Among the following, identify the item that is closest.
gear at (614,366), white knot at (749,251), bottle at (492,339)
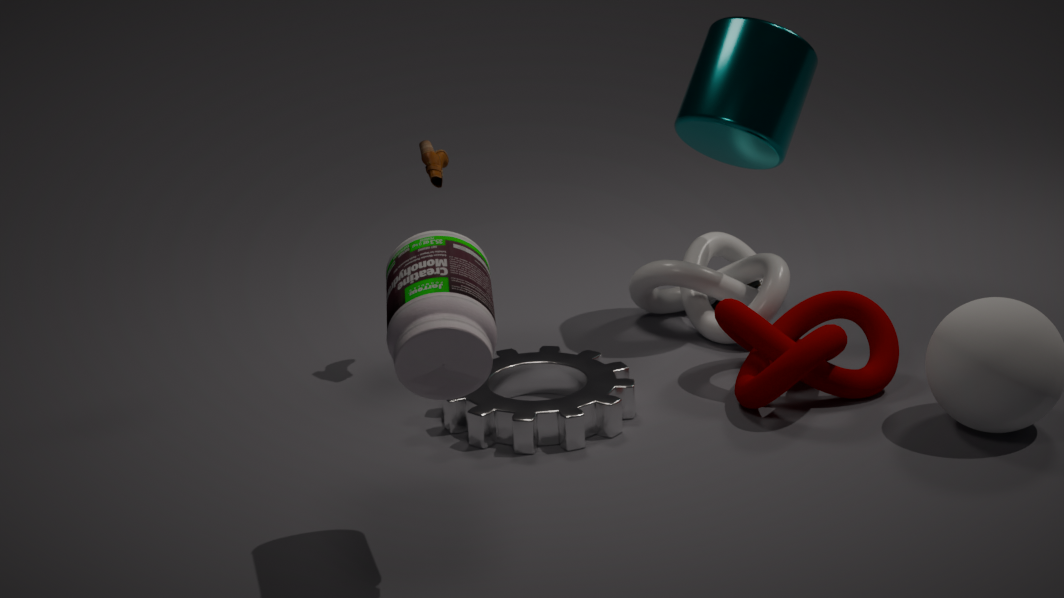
bottle at (492,339)
